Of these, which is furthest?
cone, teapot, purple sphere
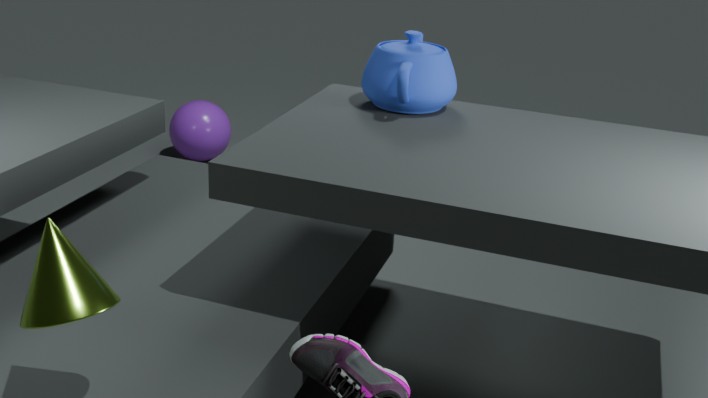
purple sphere
